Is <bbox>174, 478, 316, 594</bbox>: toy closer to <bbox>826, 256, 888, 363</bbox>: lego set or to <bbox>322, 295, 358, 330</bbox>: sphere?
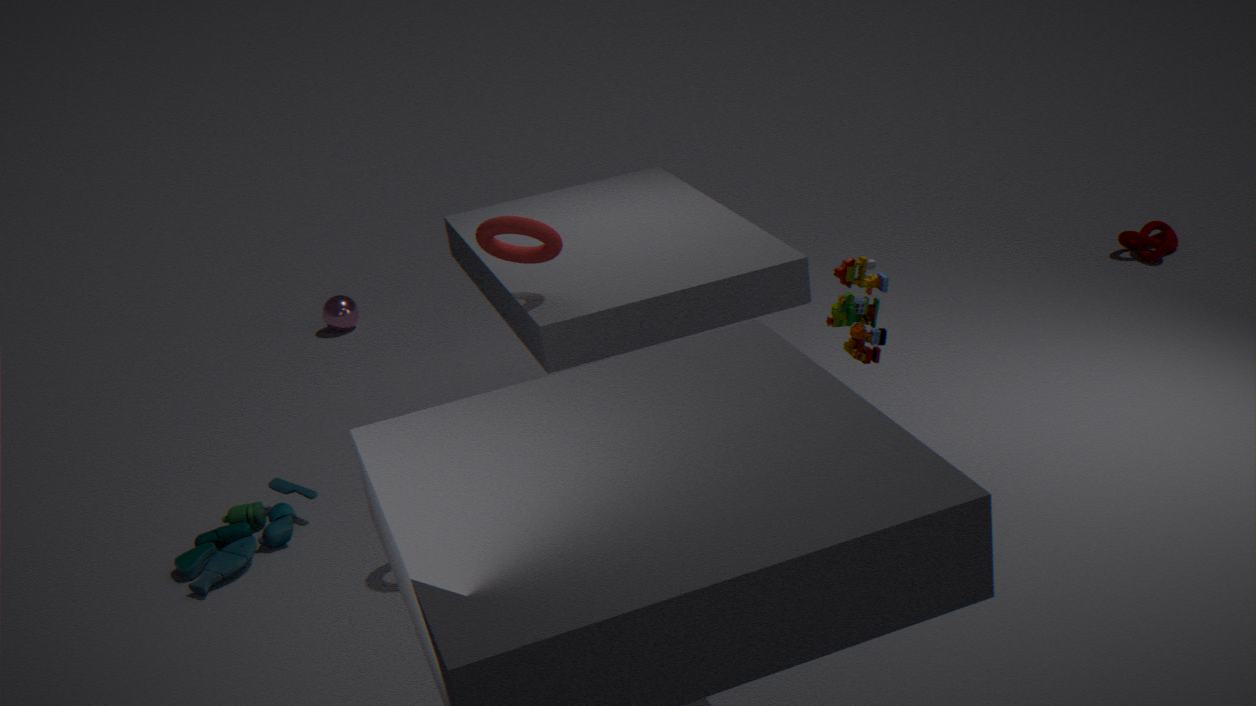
<bbox>322, 295, 358, 330</bbox>: sphere
